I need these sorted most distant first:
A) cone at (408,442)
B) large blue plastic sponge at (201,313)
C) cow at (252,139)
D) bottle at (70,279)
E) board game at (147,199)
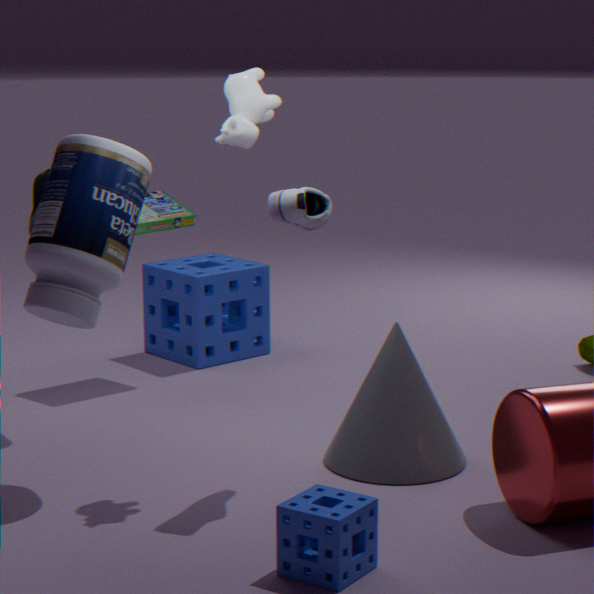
large blue plastic sponge at (201,313)
board game at (147,199)
cone at (408,442)
cow at (252,139)
bottle at (70,279)
